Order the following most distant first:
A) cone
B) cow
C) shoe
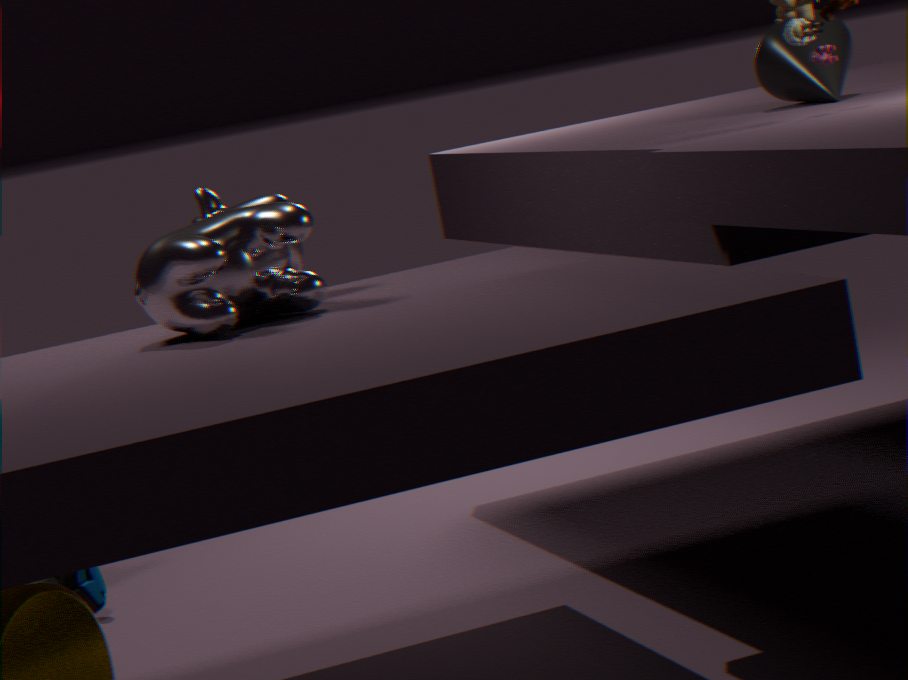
shoe
cone
cow
